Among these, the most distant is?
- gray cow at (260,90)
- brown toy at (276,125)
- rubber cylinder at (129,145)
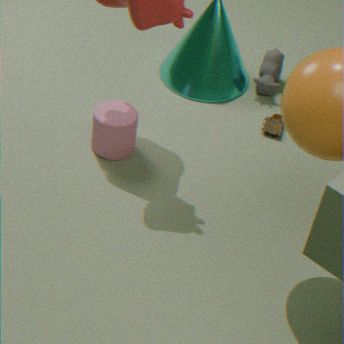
gray cow at (260,90)
